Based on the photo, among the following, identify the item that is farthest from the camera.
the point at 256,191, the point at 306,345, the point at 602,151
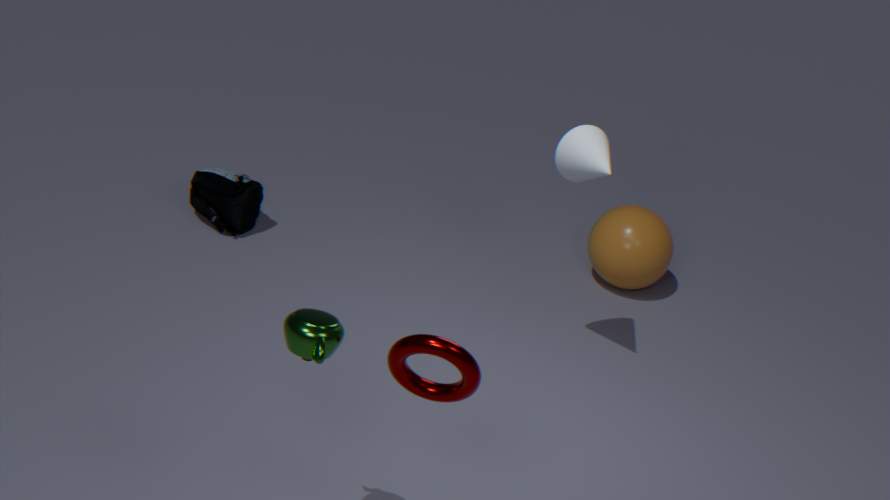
the point at 256,191
